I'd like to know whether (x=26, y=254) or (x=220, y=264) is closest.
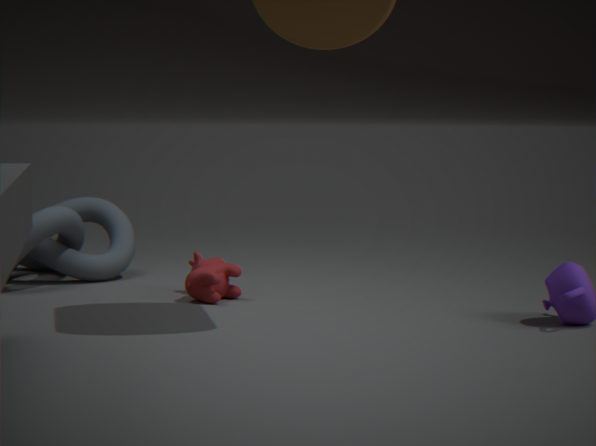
(x=220, y=264)
